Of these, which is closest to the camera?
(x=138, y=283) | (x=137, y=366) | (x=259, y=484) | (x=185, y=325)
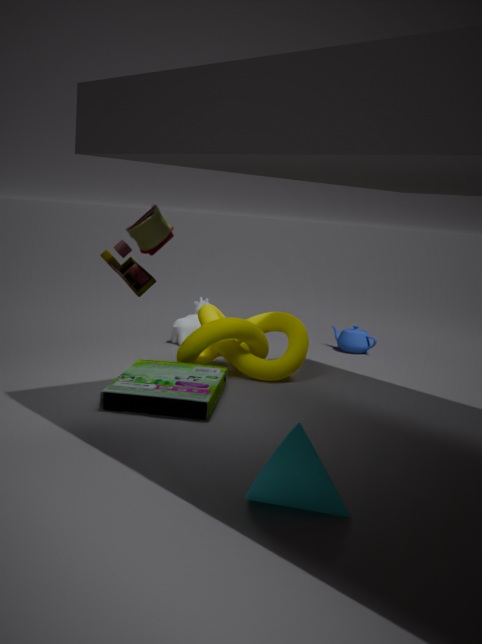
(x=259, y=484)
